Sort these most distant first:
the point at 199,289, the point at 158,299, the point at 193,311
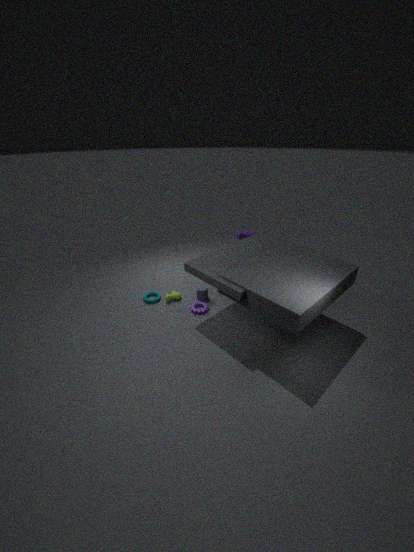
1. the point at 158,299
2. the point at 199,289
3. the point at 193,311
